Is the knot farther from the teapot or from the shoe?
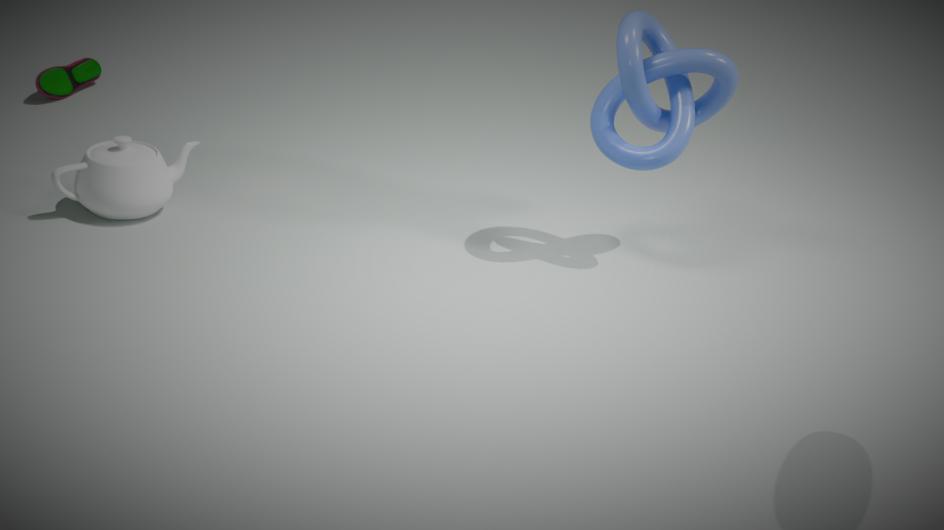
the shoe
